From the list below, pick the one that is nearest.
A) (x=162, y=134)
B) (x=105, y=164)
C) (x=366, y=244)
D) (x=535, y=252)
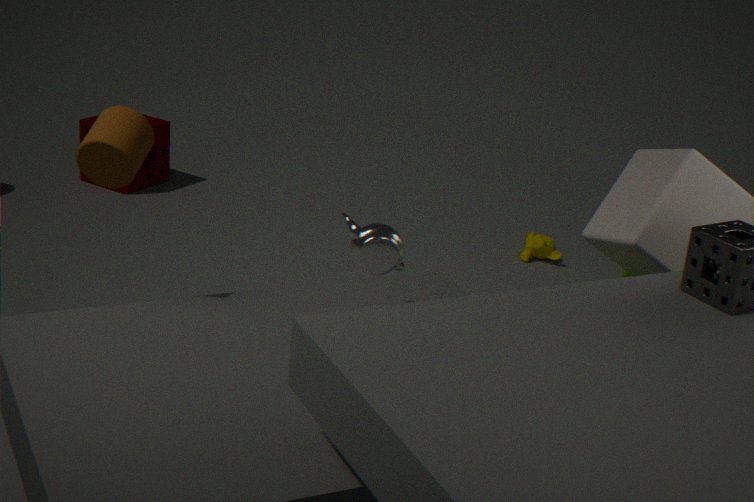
B. (x=105, y=164)
